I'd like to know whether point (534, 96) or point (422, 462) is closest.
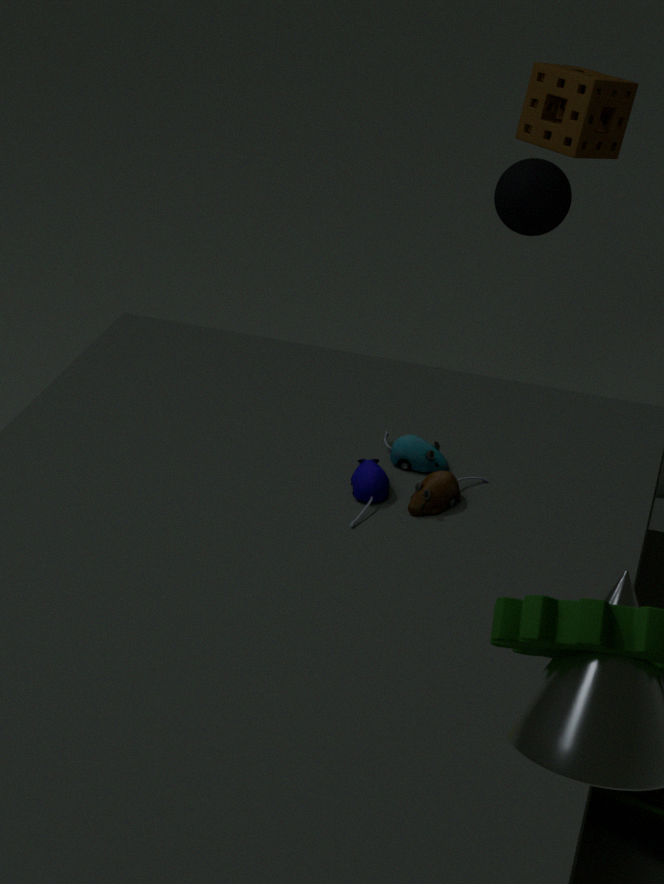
point (422, 462)
